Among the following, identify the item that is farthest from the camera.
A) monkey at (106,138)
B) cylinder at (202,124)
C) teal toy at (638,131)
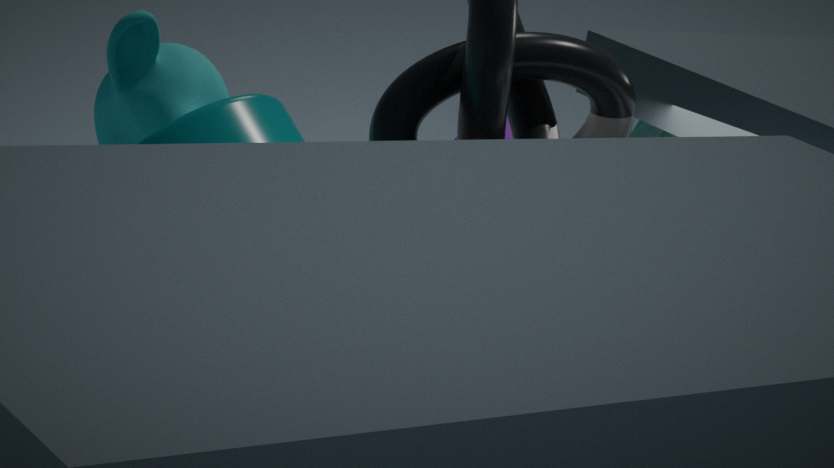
teal toy at (638,131)
